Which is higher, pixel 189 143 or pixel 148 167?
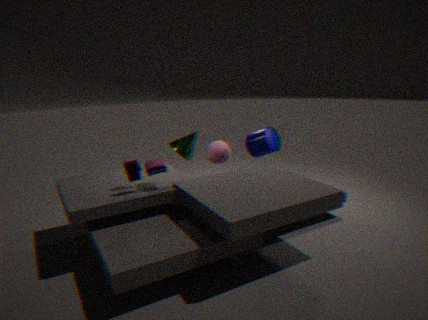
pixel 148 167
